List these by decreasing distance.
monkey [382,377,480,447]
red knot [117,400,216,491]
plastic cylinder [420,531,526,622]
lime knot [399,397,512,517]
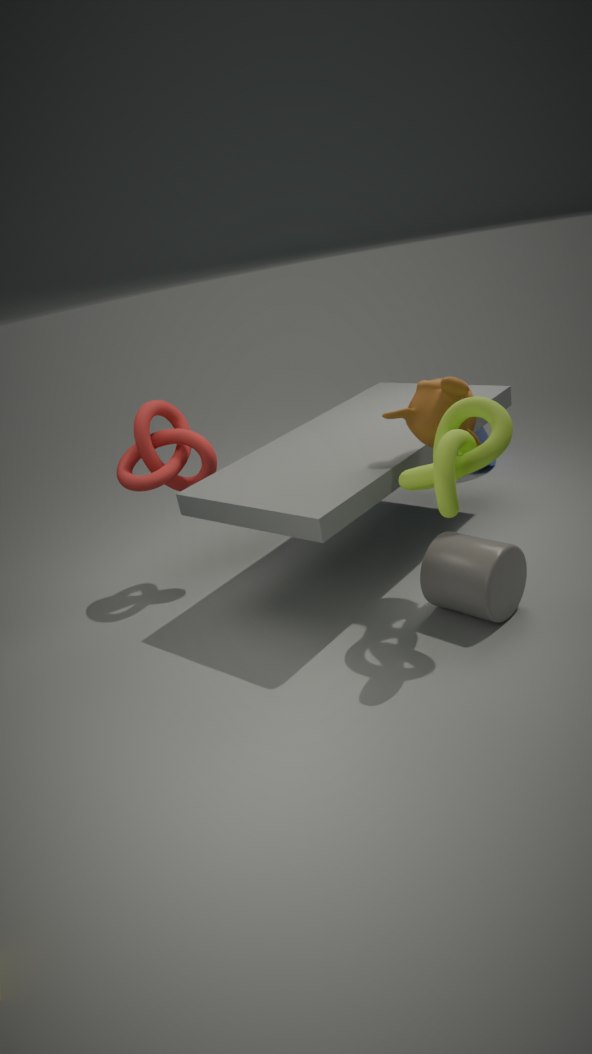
1. red knot [117,400,216,491]
2. plastic cylinder [420,531,526,622]
3. monkey [382,377,480,447]
4. lime knot [399,397,512,517]
